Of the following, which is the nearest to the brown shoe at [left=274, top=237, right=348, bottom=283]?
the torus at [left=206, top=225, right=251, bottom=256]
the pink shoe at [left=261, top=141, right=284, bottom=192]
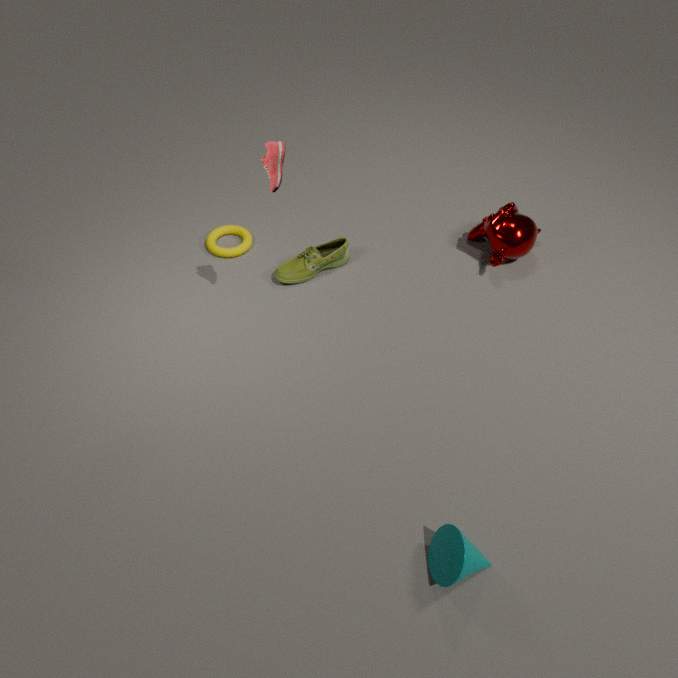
the torus at [left=206, top=225, right=251, bottom=256]
